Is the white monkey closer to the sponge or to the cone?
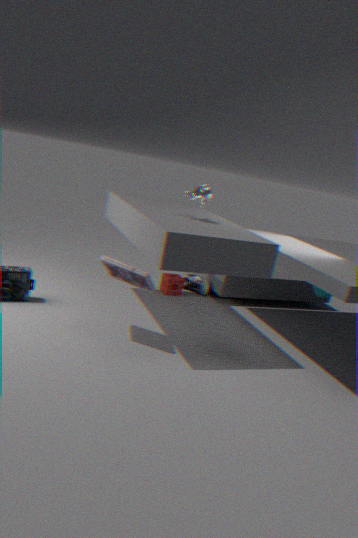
the sponge
